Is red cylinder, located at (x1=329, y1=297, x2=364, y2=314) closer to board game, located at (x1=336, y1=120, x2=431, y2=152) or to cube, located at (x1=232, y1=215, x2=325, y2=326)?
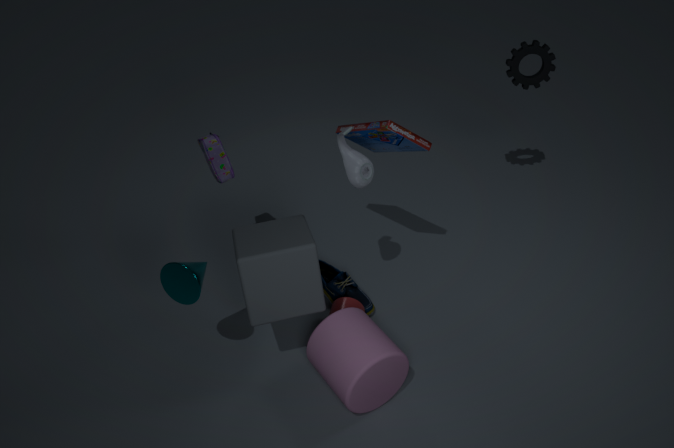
cube, located at (x1=232, y1=215, x2=325, y2=326)
